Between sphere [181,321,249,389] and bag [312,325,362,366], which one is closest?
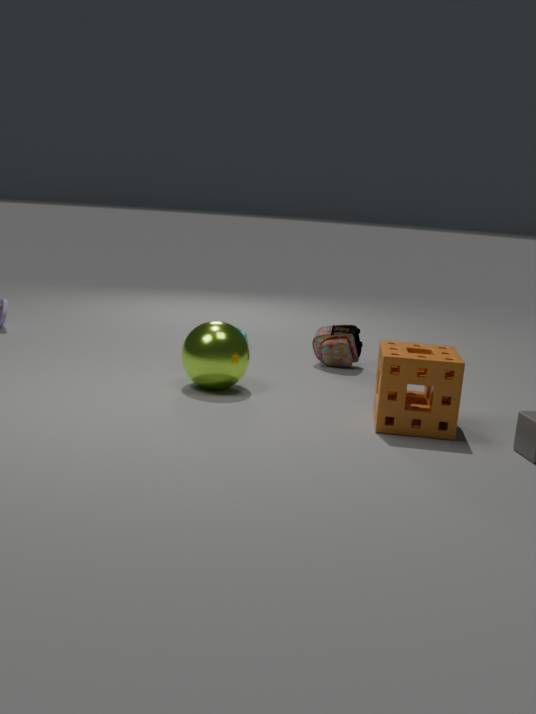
sphere [181,321,249,389]
